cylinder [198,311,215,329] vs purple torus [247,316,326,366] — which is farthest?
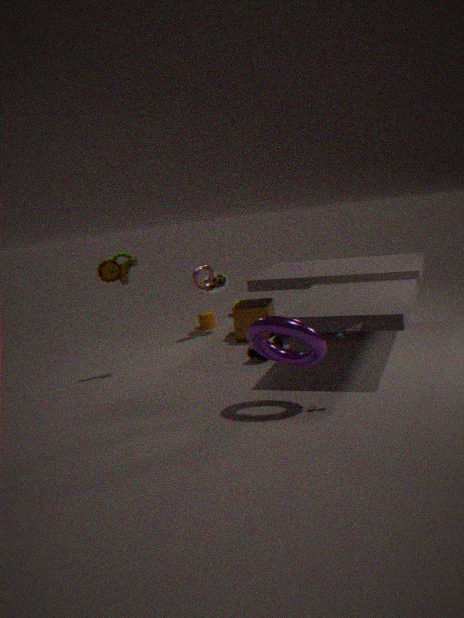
cylinder [198,311,215,329]
